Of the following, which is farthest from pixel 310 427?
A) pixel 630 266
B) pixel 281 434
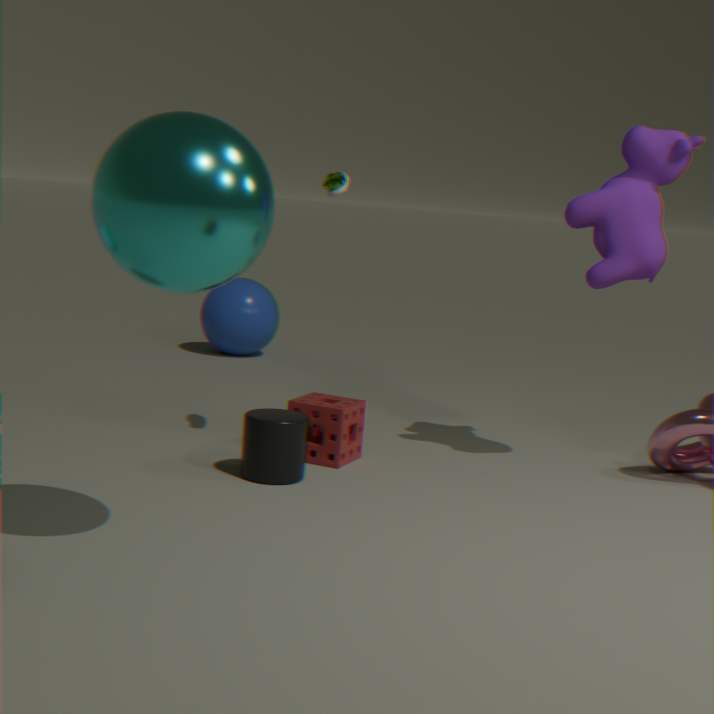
pixel 630 266
